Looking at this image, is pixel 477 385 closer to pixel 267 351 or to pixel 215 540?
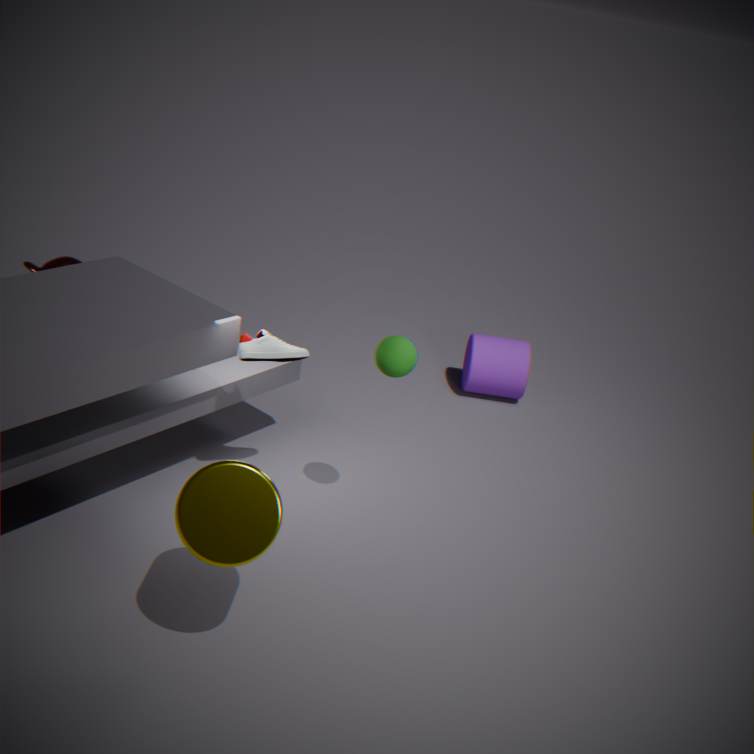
pixel 267 351
